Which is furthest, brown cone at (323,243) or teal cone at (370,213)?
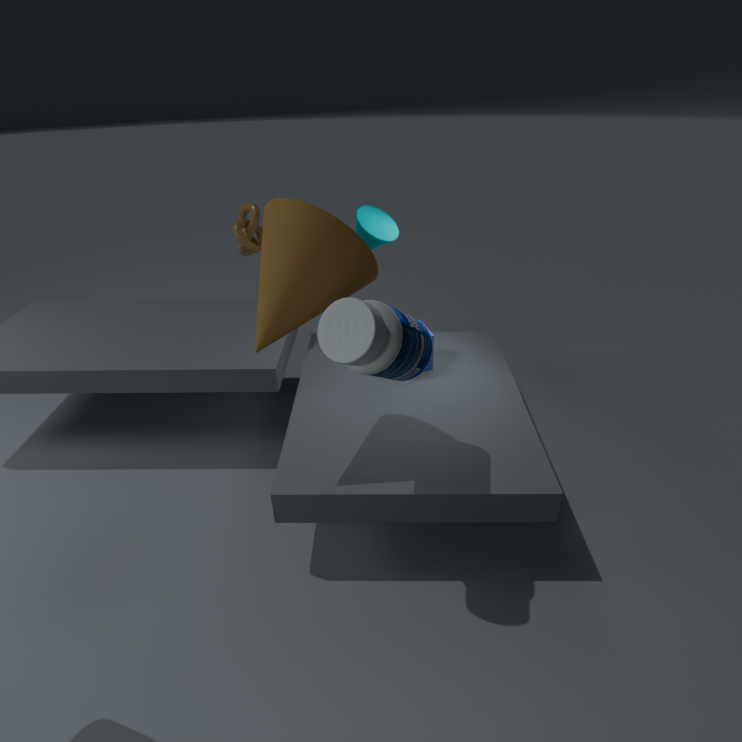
teal cone at (370,213)
